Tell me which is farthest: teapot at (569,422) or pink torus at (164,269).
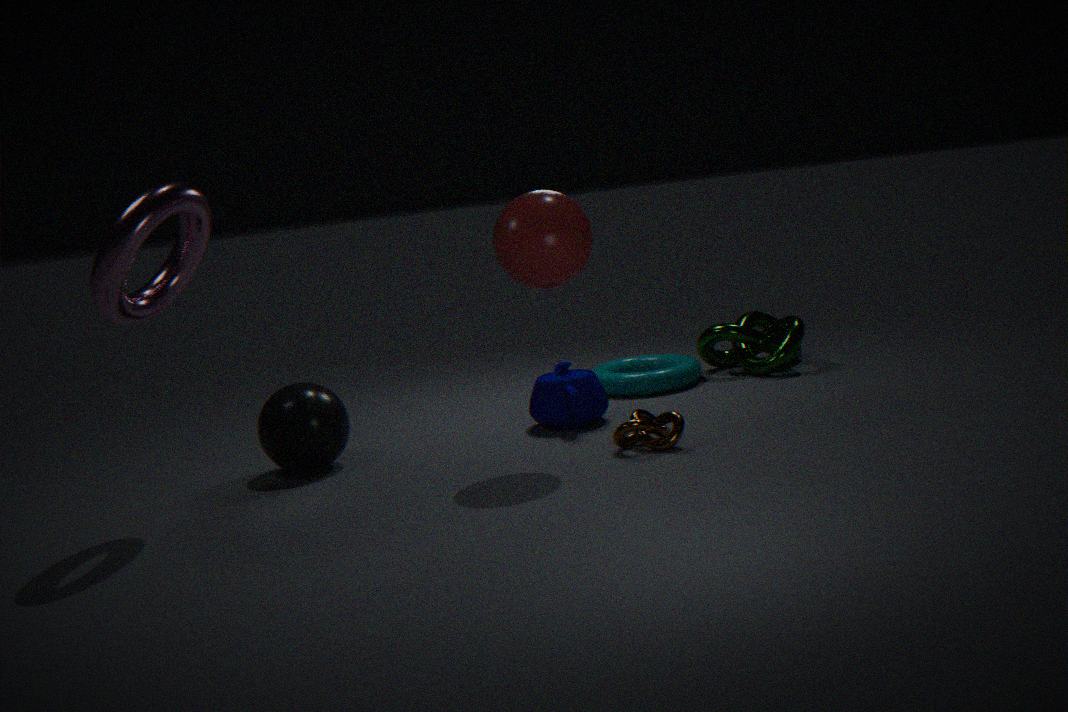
teapot at (569,422)
